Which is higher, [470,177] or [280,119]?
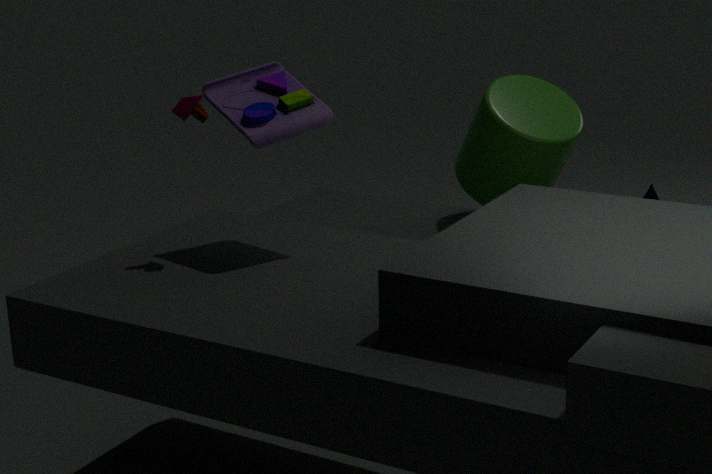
[280,119]
